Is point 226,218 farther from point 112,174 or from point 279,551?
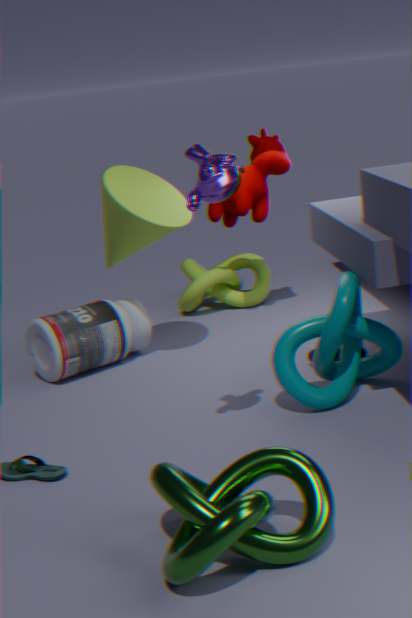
point 279,551
